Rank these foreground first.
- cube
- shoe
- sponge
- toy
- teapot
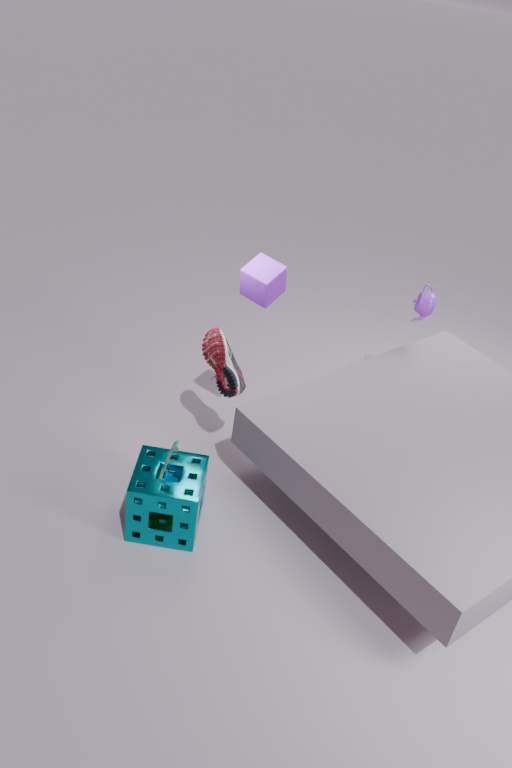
sponge < toy < cube < shoe < teapot
